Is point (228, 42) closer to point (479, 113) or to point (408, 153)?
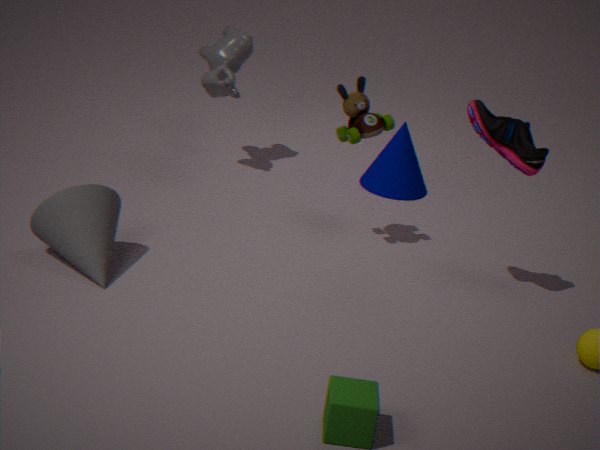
point (408, 153)
